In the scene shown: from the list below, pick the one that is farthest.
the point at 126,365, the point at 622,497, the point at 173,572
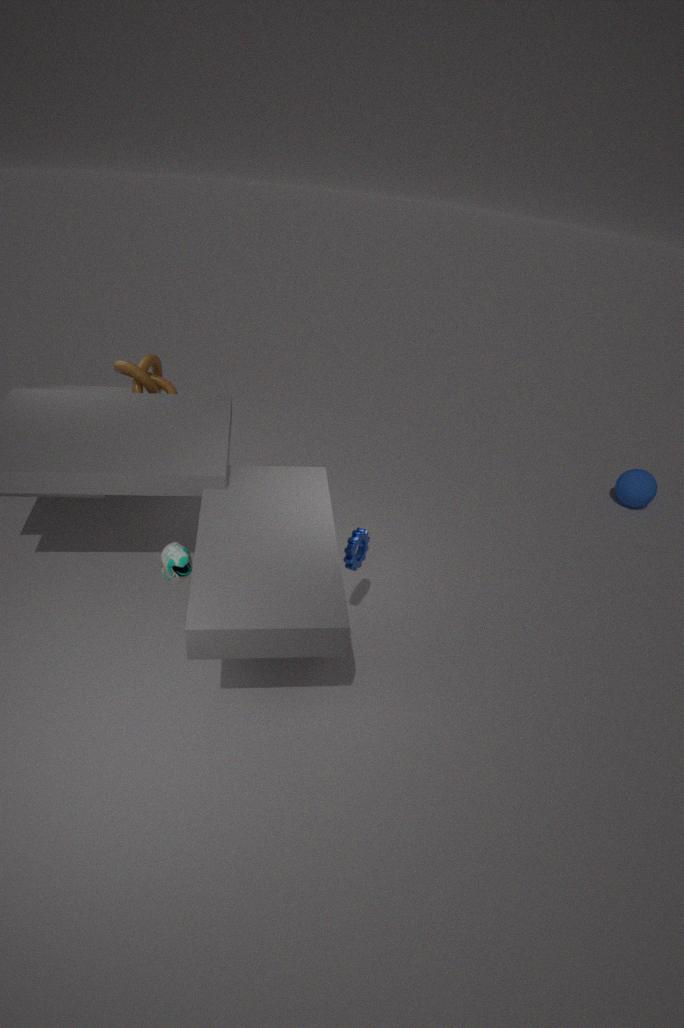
the point at 622,497
